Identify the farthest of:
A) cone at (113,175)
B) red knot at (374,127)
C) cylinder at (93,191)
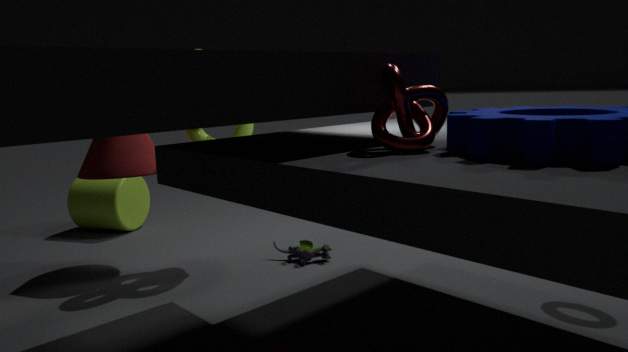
cylinder at (93,191)
